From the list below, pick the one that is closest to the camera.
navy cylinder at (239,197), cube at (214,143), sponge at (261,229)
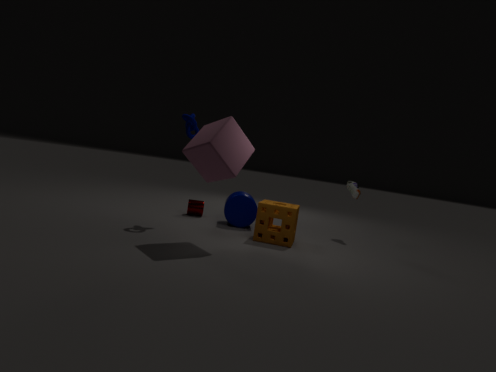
cube at (214,143)
